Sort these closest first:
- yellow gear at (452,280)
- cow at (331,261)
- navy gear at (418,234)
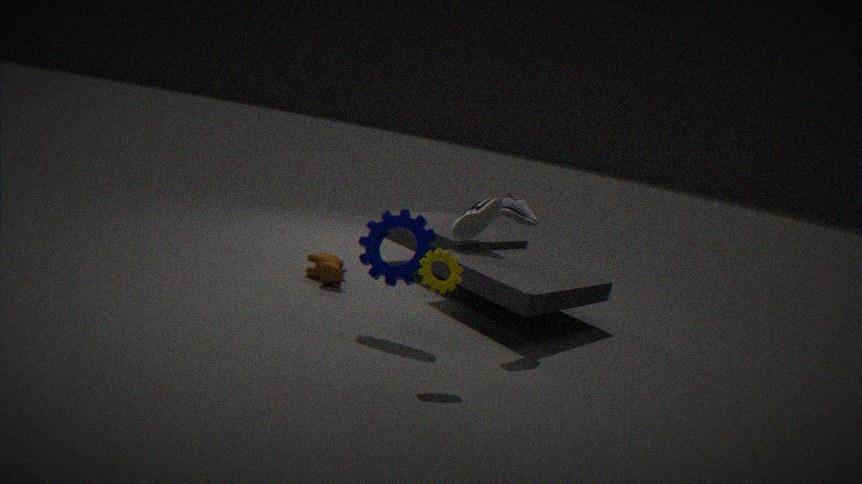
1. yellow gear at (452,280)
2. navy gear at (418,234)
3. cow at (331,261)
